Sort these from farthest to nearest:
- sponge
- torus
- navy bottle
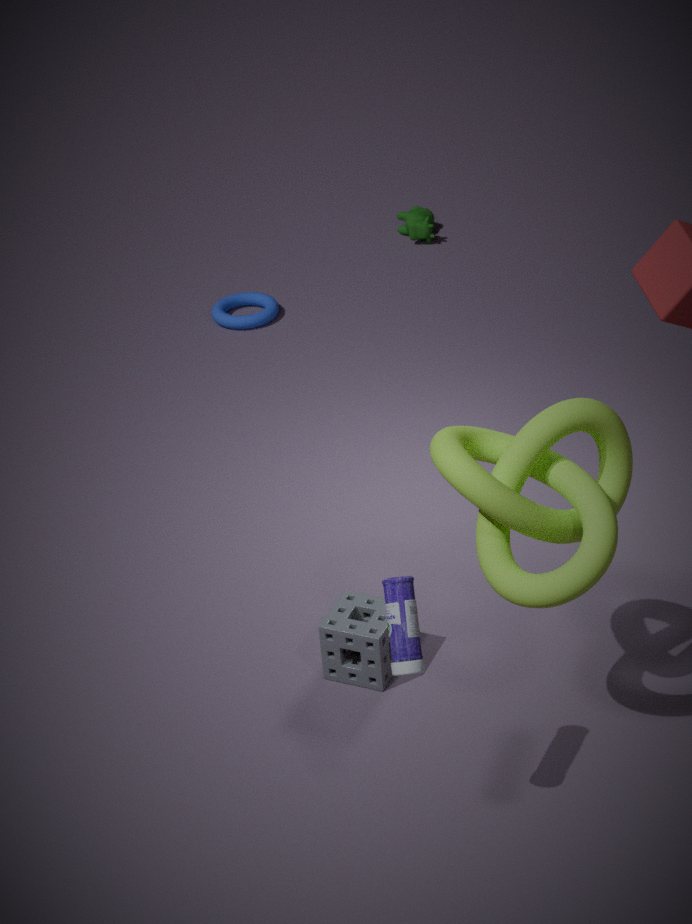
torus → sponge → navy bottle
